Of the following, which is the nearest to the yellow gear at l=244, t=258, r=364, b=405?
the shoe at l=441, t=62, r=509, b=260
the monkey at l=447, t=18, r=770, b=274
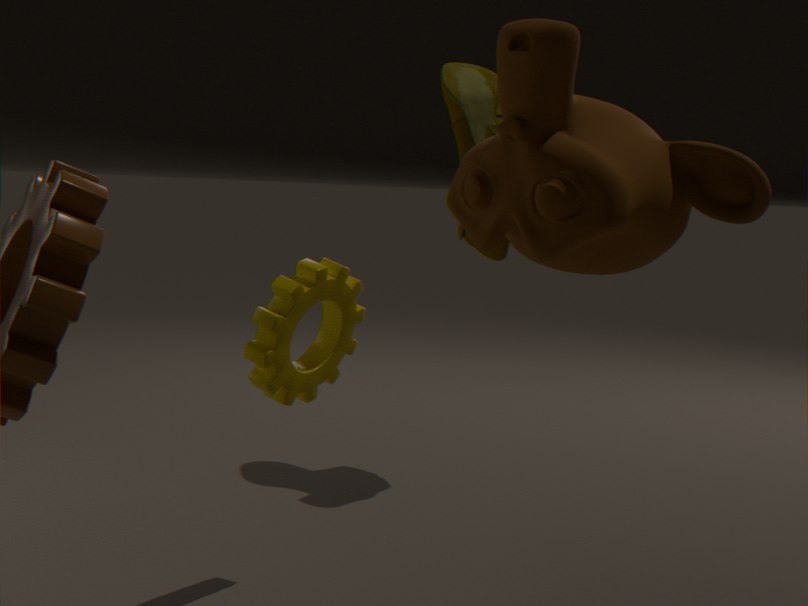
the monkey at l=447, t=18, r=770, b=274
